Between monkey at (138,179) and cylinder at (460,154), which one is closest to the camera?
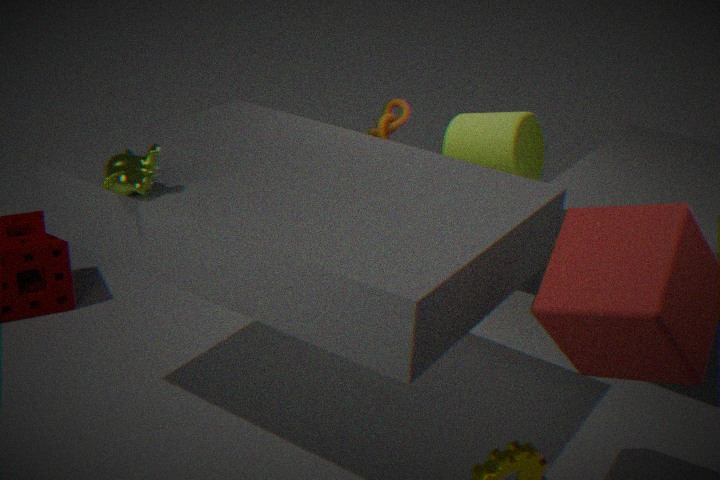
monkey at (138,179)
